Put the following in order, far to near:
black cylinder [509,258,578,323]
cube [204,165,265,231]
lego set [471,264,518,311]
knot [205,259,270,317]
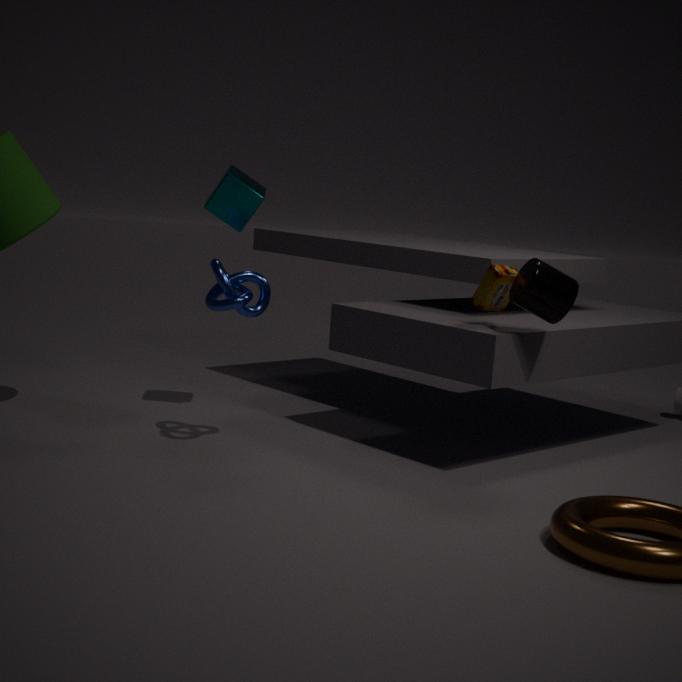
1. cube [204,165,265,231]
2. lego set [471,264,518,311]
3. knot [205,259,270,317]
4. black cylinder [509,258,578,323]
